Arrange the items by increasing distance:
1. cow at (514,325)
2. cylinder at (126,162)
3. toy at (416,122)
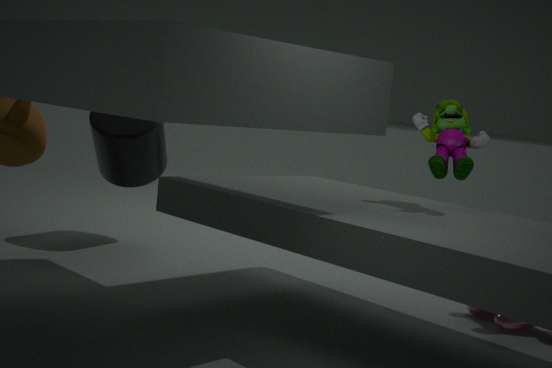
toy at (416,122)
cow at (514,325)
cylinder at (126,162)
